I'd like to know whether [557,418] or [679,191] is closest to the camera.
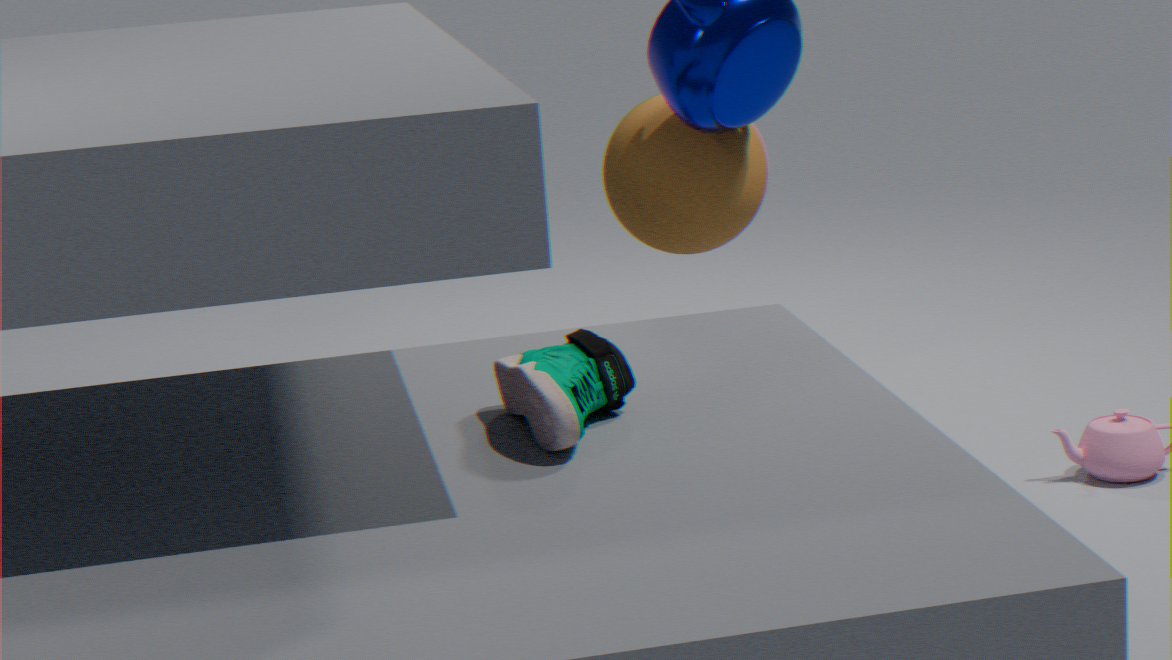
[557,418]
